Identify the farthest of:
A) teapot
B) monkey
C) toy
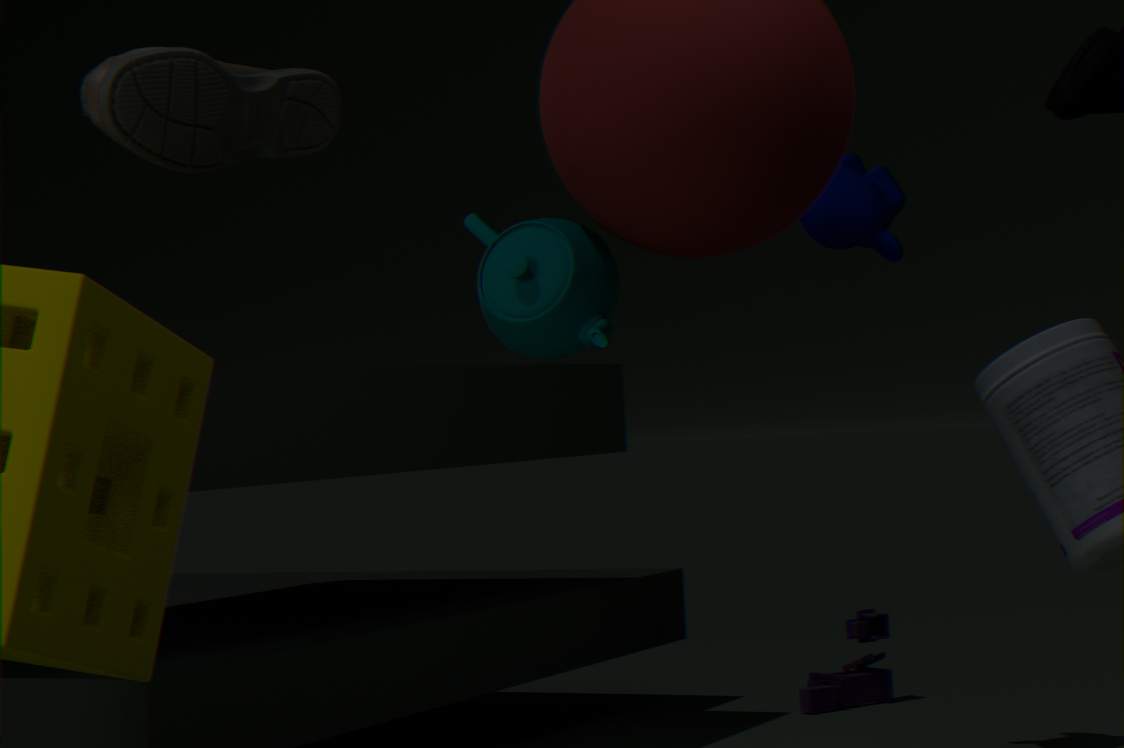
C. toy
